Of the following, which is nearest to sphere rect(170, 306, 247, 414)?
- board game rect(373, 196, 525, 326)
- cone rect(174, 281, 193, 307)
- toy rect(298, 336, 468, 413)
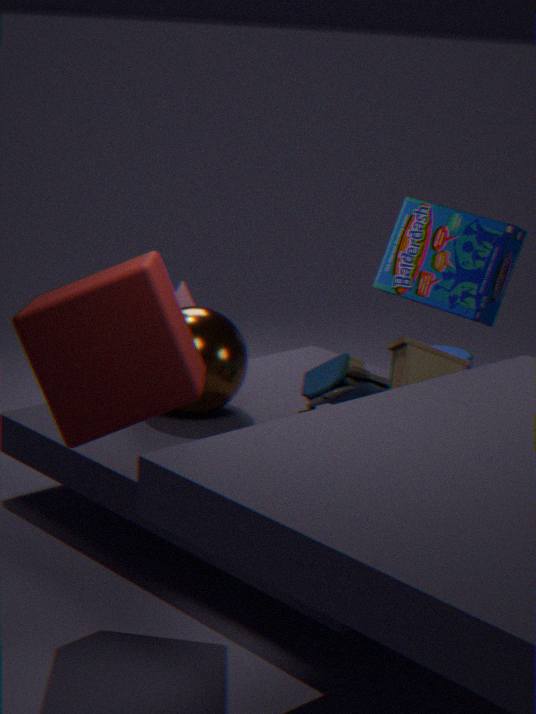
toy rect(298, 336, 468, 413)
